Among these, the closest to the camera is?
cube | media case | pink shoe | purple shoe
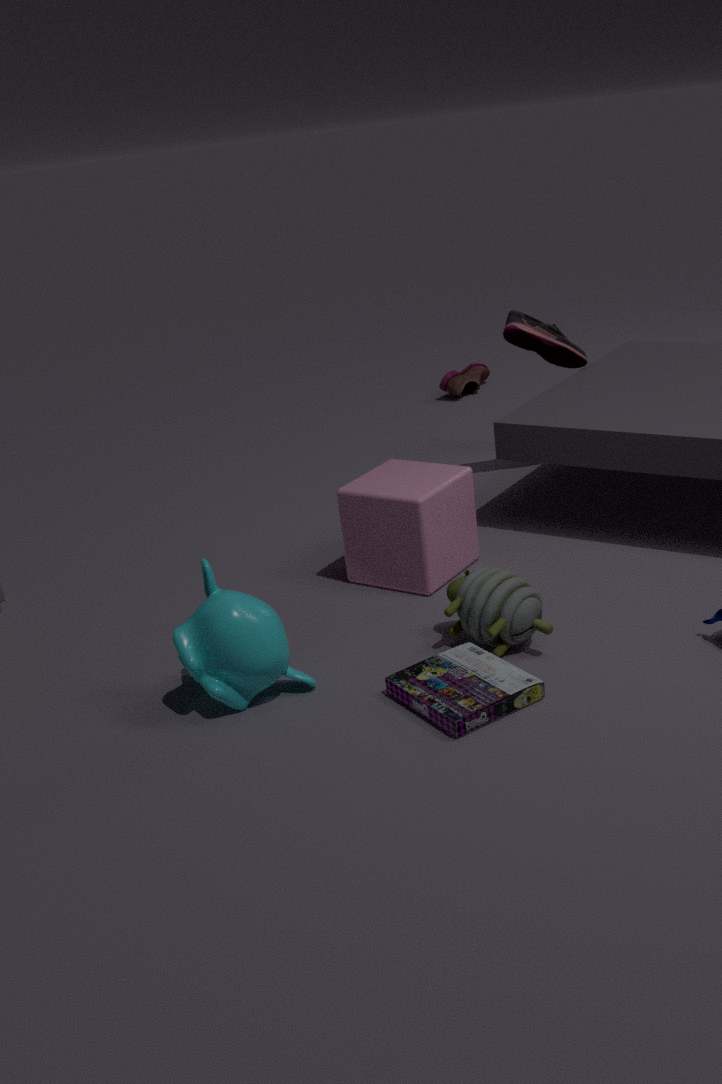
media case
